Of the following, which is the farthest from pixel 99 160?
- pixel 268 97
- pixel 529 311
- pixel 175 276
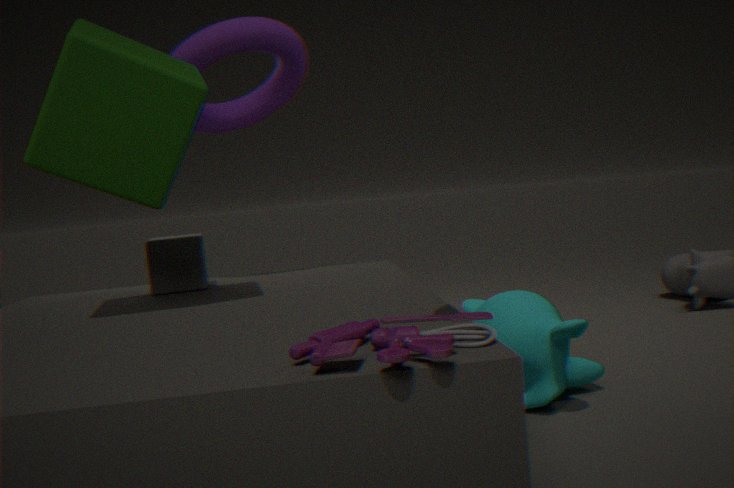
pixel 529 311
